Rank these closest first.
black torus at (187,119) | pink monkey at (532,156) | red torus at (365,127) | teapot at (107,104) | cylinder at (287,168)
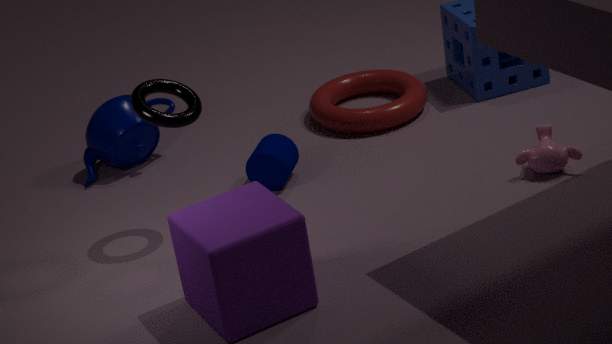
black torus at (187,119), pink monkey at (532,156), cylinder at (287,168), teapot at (107,104), red torus at (365,127)
